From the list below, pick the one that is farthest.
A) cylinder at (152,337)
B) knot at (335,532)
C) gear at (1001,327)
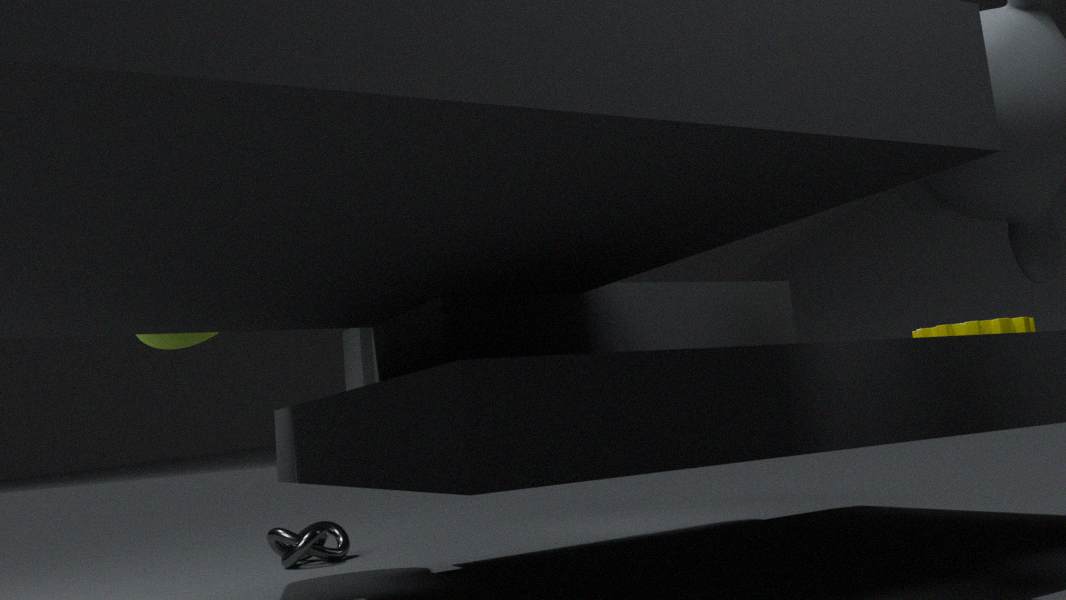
knot at (335,532)
